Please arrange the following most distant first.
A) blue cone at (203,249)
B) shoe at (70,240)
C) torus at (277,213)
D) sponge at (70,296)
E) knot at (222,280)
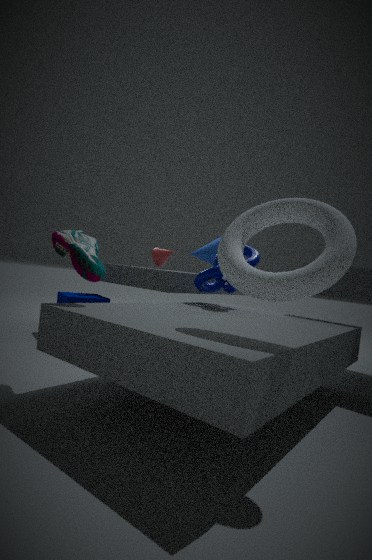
1. blue cone at (203,249)
2. sponge at (70,296)
3. knot at (222,280)
4. shoe at (70,240)
5. torus at (277,213)
